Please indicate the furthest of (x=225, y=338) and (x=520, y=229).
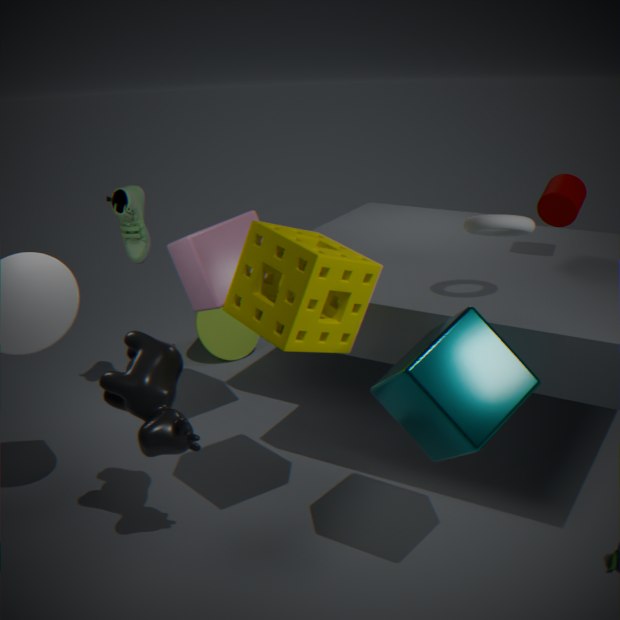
(x=225, y=338)
